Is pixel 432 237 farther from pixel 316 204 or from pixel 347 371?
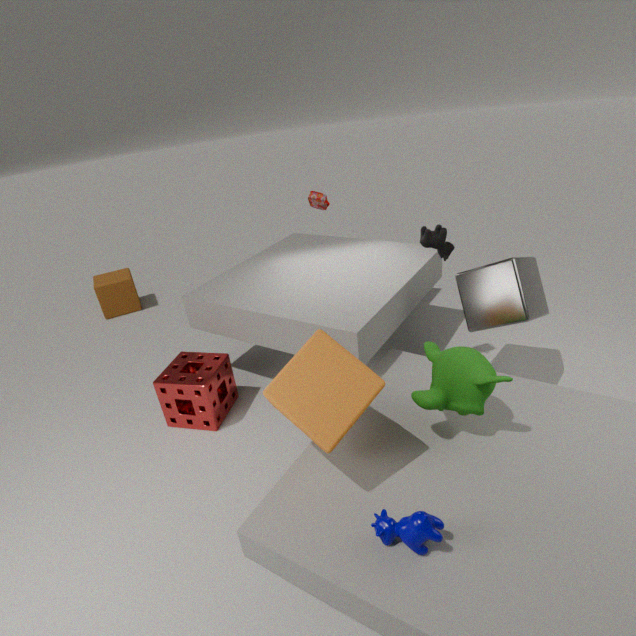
pixel 316 204
